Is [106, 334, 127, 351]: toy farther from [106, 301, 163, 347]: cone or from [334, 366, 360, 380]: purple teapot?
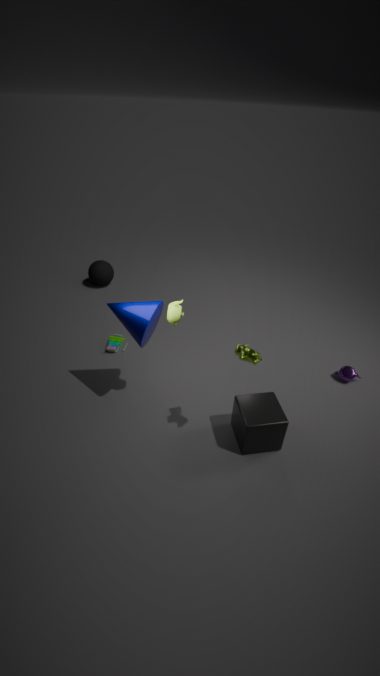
[334, 366, 360, 380]: purple teapot
